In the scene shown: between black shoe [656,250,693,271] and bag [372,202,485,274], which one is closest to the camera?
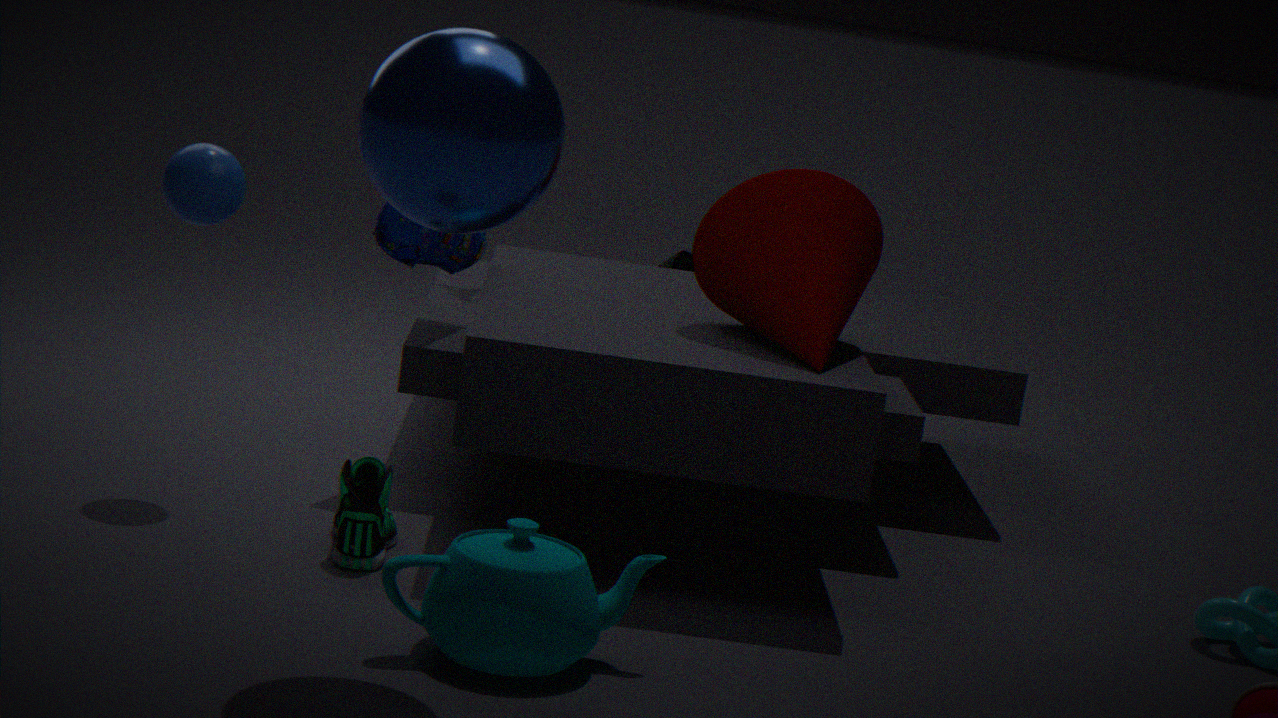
bag [372,202,485,274]
